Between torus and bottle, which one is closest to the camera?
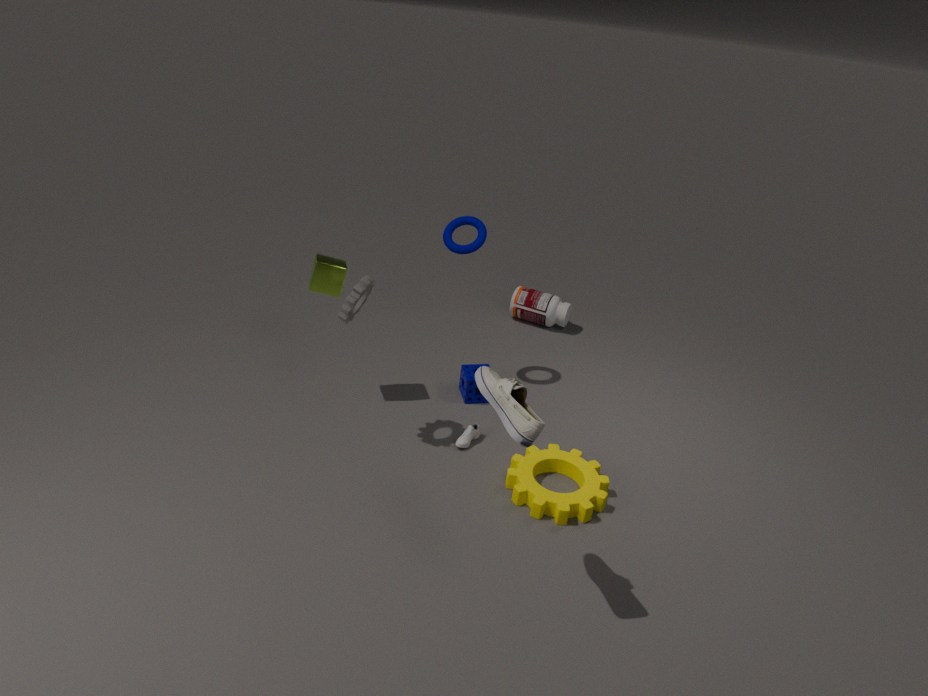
torus
